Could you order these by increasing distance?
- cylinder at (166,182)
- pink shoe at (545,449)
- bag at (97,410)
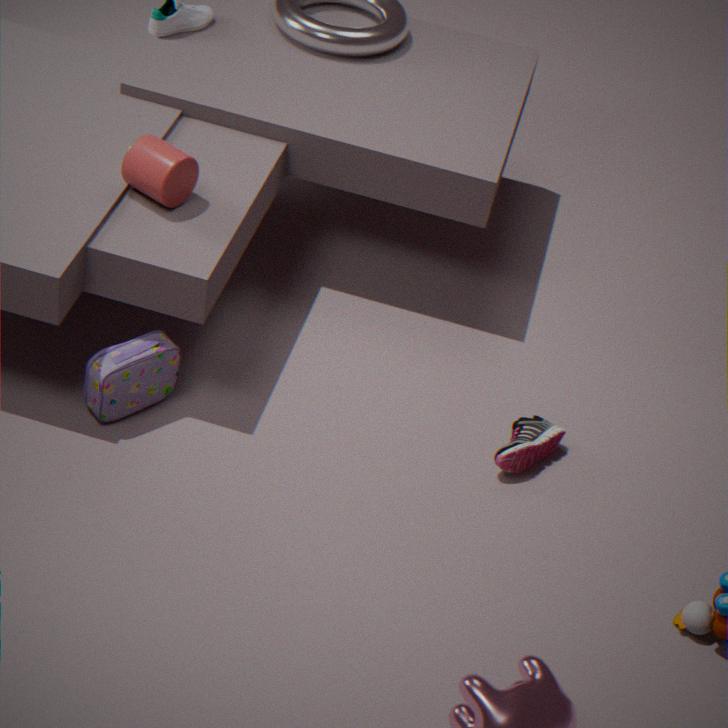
1. bag at (97,410)
2. cylinder at (166,182)
3. pink shoe at (545,449)
